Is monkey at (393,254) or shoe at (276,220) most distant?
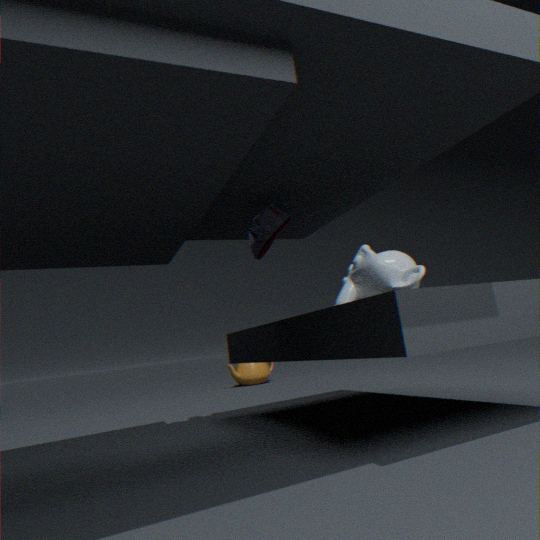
monkey at (393,254)
